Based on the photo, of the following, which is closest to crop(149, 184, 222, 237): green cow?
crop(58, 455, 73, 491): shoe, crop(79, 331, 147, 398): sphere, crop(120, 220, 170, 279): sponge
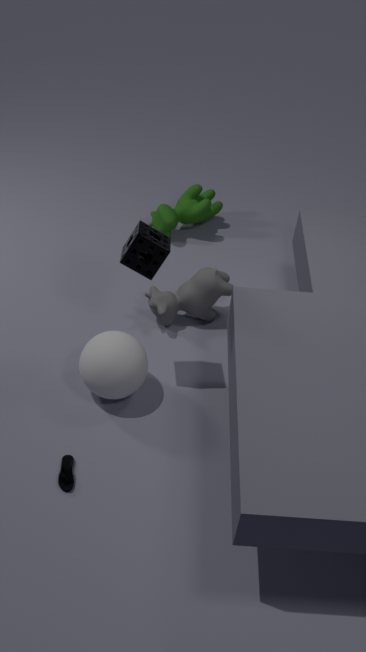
crop(120, 220, 170, 279): sponge
